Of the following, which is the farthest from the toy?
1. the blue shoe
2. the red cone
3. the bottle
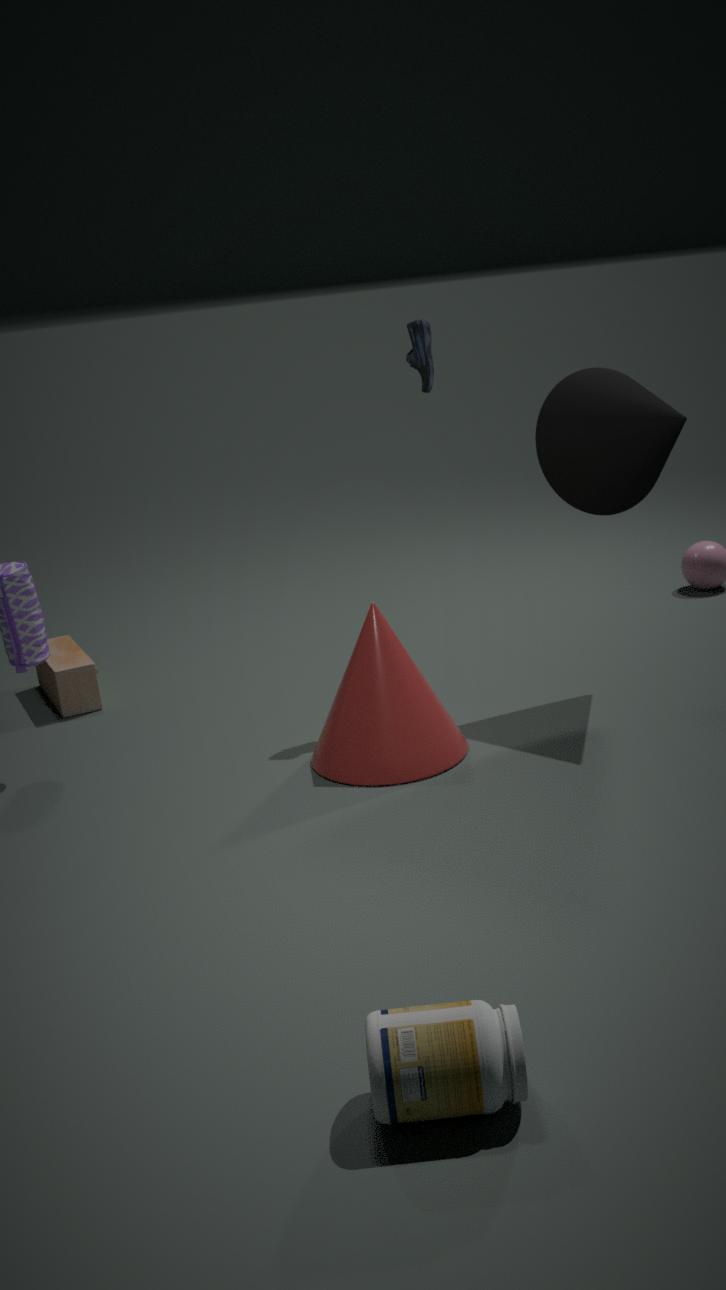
the bottle
